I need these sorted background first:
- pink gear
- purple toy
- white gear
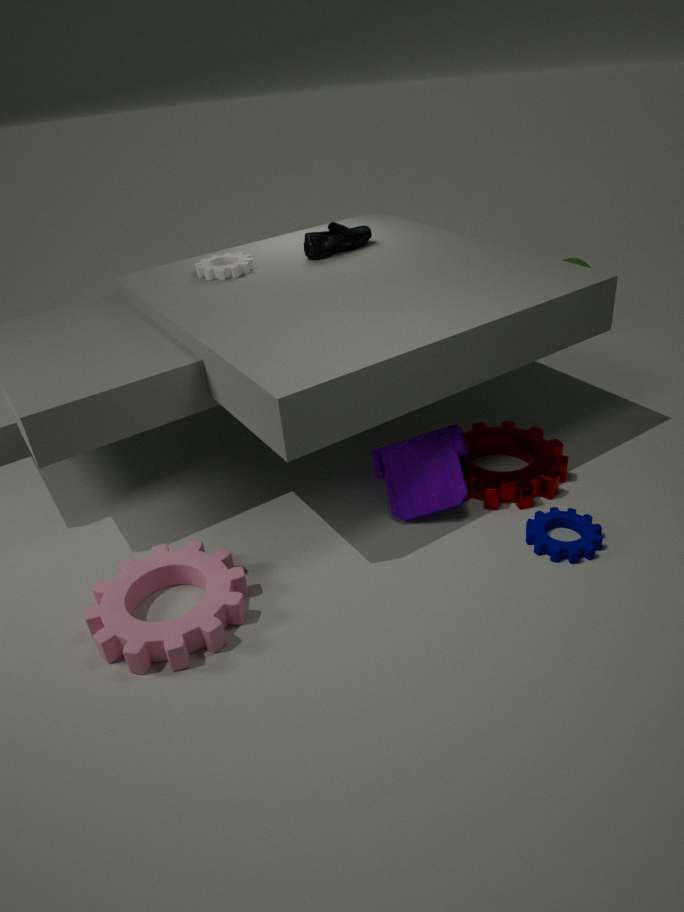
white gear, purple toy, pink gear
